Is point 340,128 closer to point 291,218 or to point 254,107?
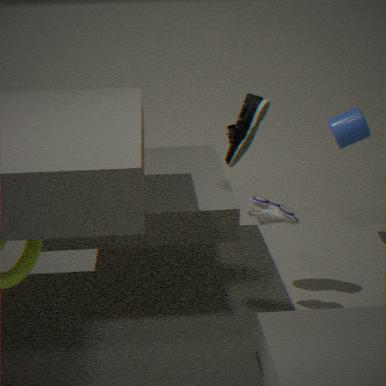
point 254,107
